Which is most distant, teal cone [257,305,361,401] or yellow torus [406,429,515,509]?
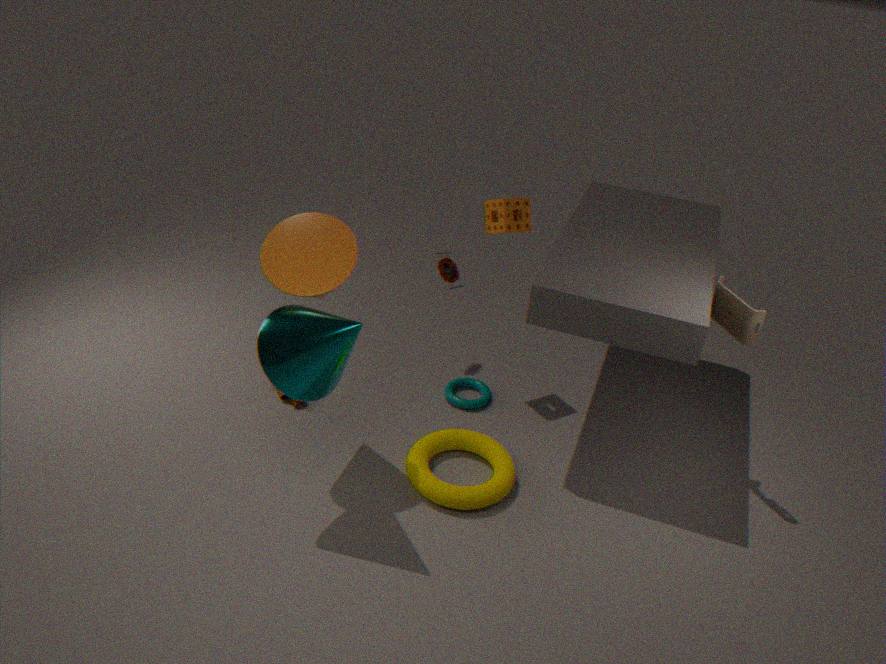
yellow torus [406,429,515,509]
